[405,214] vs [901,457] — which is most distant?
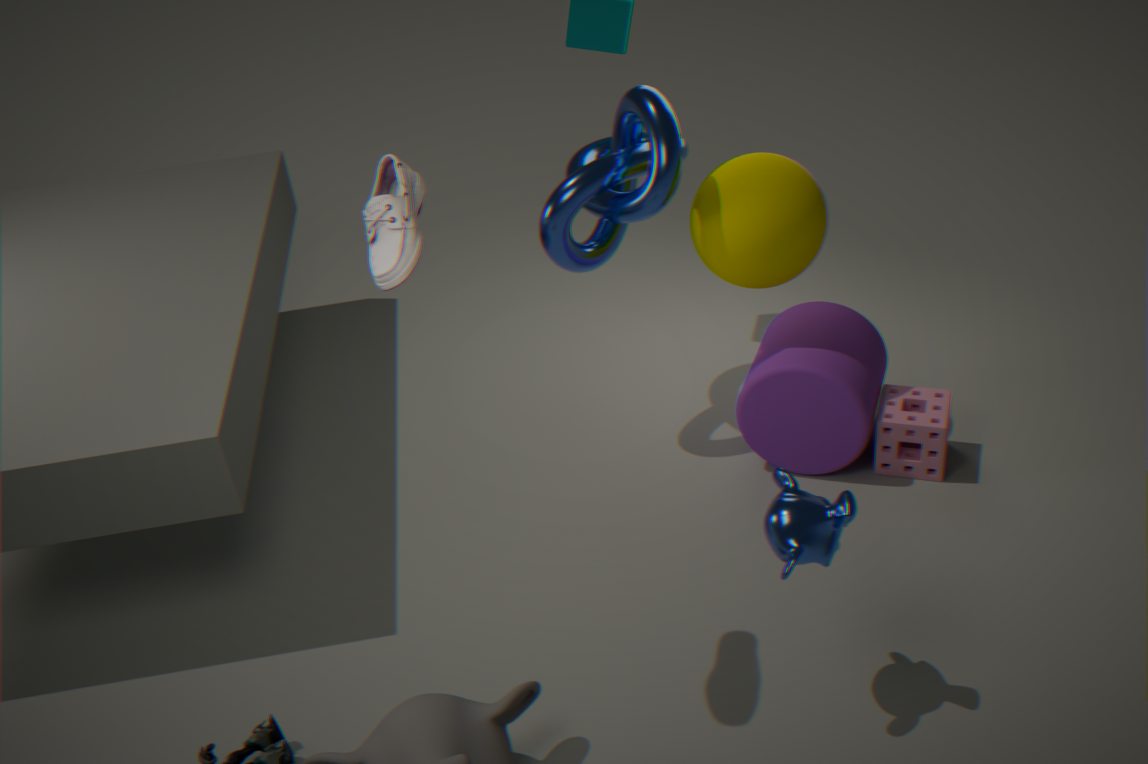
[901,457]
